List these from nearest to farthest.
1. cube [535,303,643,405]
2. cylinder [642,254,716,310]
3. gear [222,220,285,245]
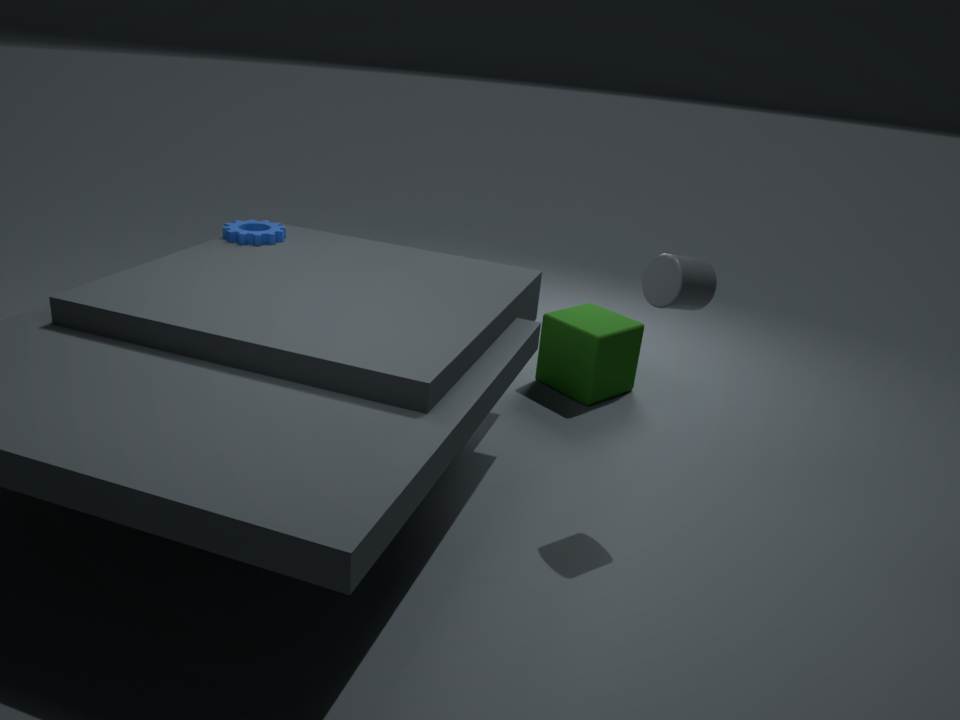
cylinder [642,254,716,310] → gear [222,220,285,245] → cube [535,303,643,405]
